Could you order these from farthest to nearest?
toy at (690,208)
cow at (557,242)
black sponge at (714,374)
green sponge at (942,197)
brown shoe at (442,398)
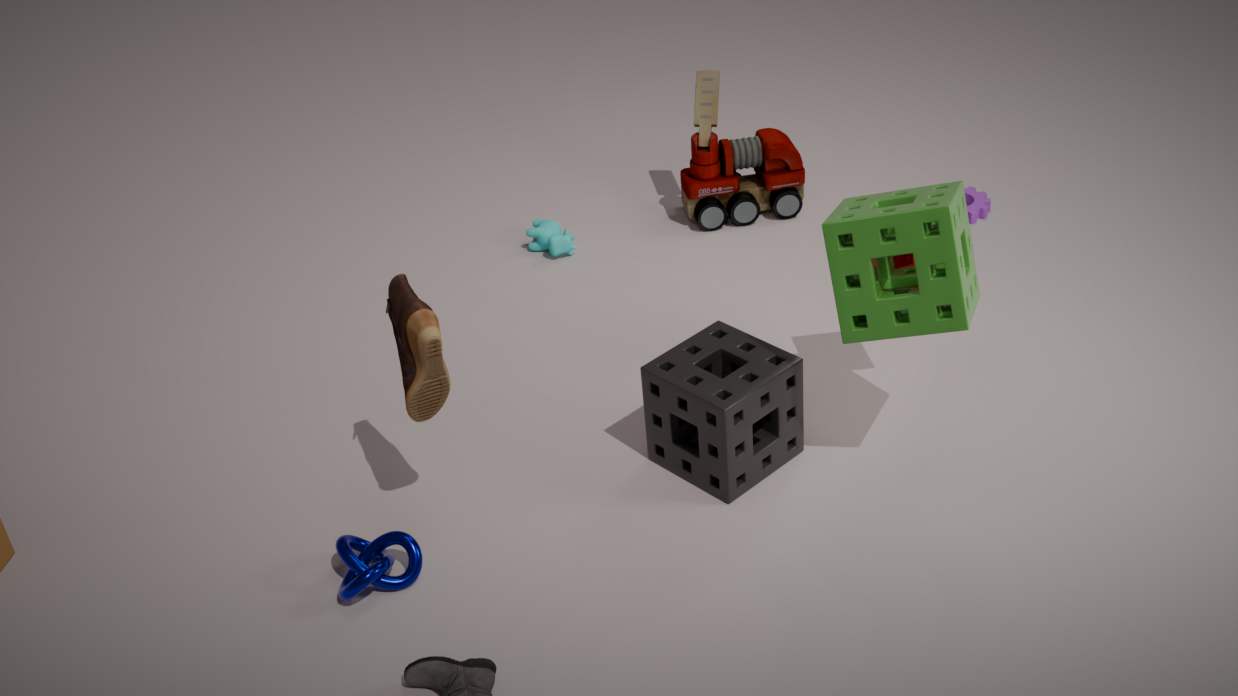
toy at (690,208)
cow at (557,242)
black sponge at (714,374)
brown shoe at (442,398)
green sponge at (942,197)
